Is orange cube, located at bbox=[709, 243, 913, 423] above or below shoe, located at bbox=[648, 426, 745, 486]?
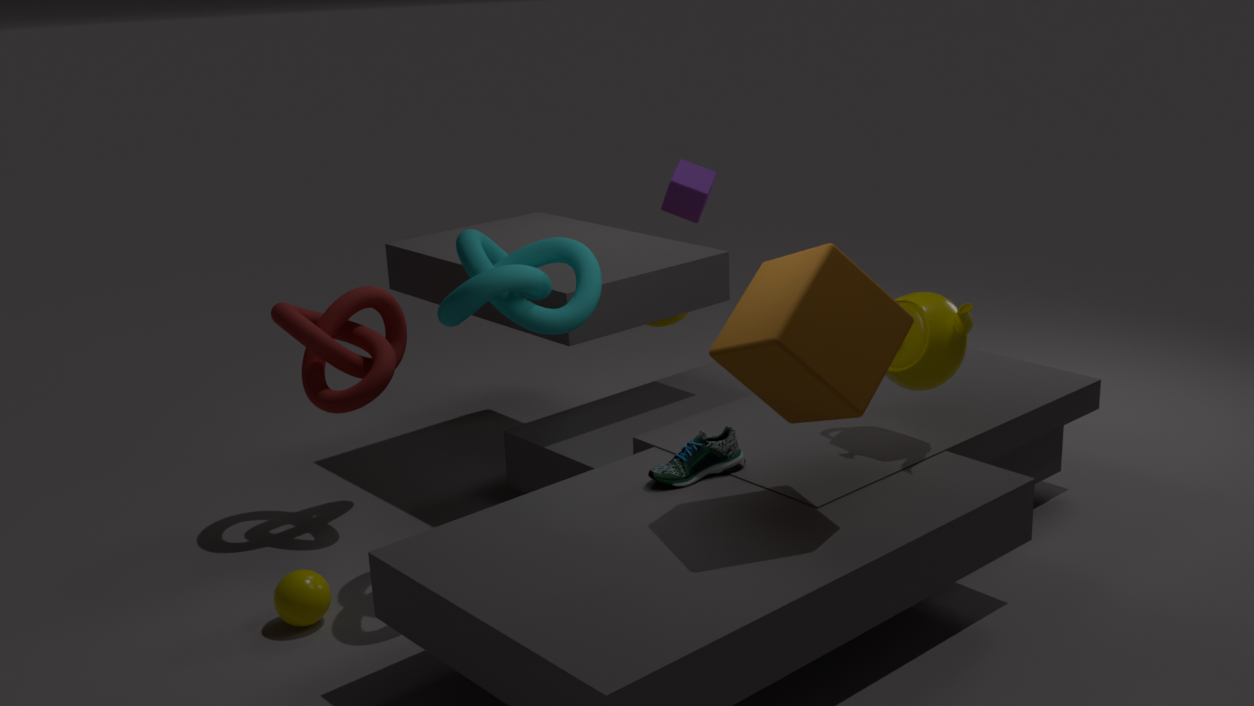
above
